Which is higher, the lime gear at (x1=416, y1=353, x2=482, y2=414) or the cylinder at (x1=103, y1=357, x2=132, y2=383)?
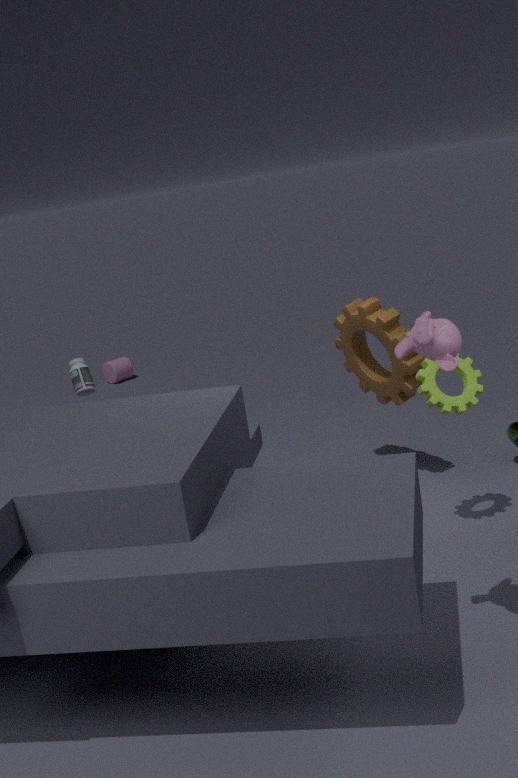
the lime gear at (x1=416, y1=353, x2=482, y2=414)
